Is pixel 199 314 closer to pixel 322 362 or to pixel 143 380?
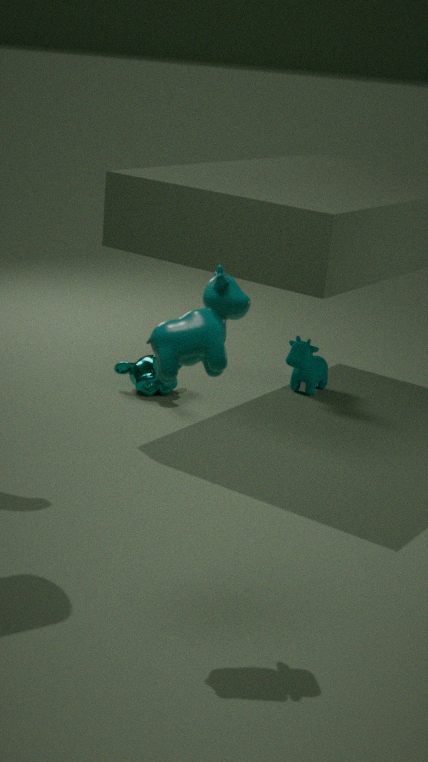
pixel 143 380
